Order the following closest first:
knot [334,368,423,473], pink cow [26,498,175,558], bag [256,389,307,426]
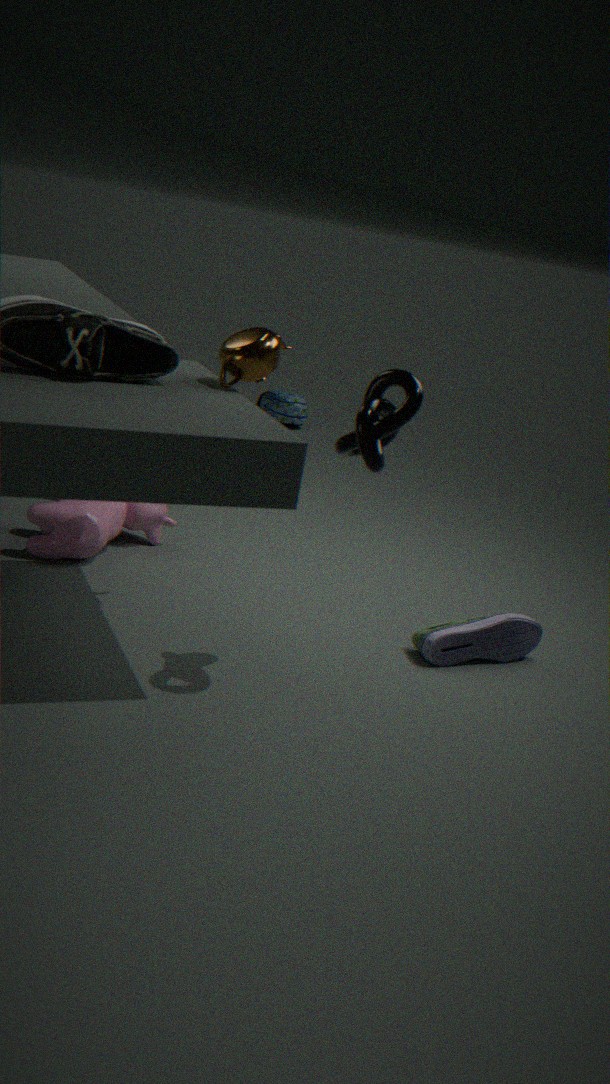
knot [334,368,423,473] → pink cow [26,498,175,558] → bag [256,389,307,426]
